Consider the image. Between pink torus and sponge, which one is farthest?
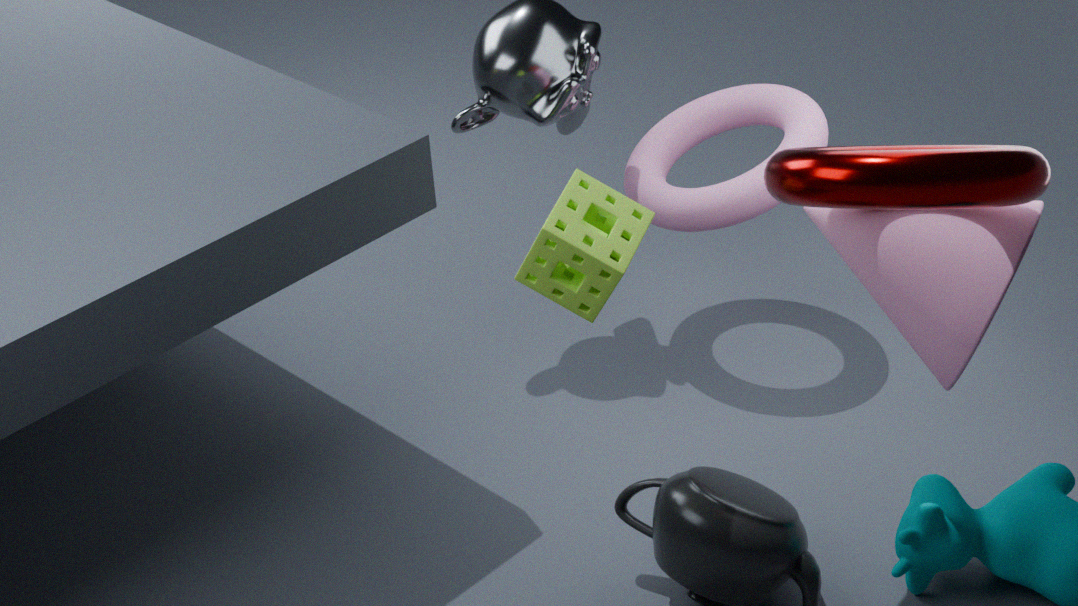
pink torus
